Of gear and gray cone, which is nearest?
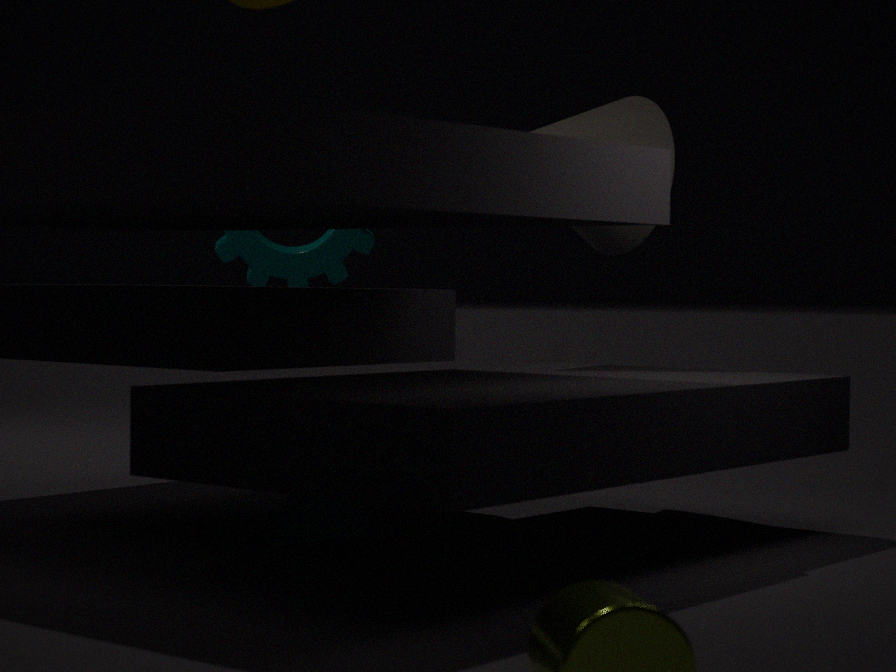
gray cone
